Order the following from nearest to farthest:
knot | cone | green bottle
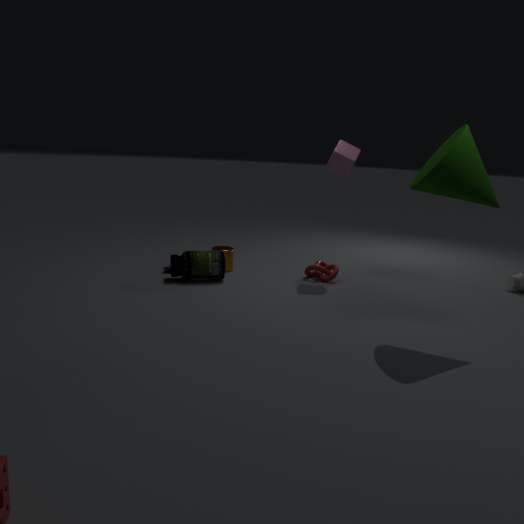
cone
green bottle
knot
